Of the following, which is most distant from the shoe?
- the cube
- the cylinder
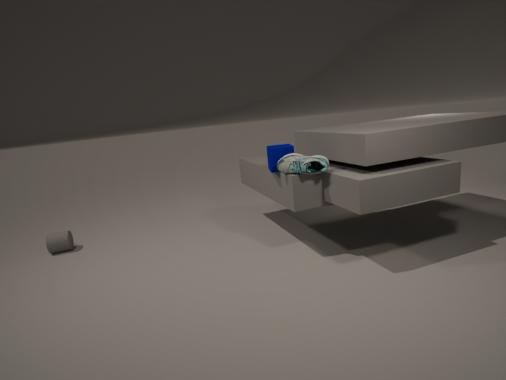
the cylinder
